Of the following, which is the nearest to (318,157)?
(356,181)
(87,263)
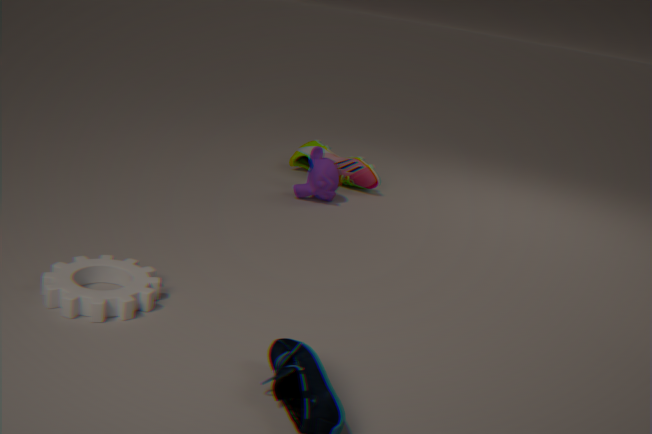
(356,181)
